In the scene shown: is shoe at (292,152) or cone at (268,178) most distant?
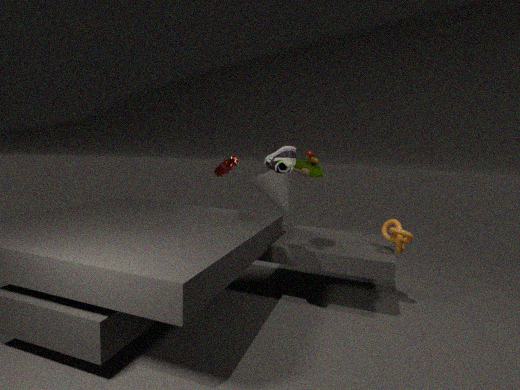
cone at (268,178)
